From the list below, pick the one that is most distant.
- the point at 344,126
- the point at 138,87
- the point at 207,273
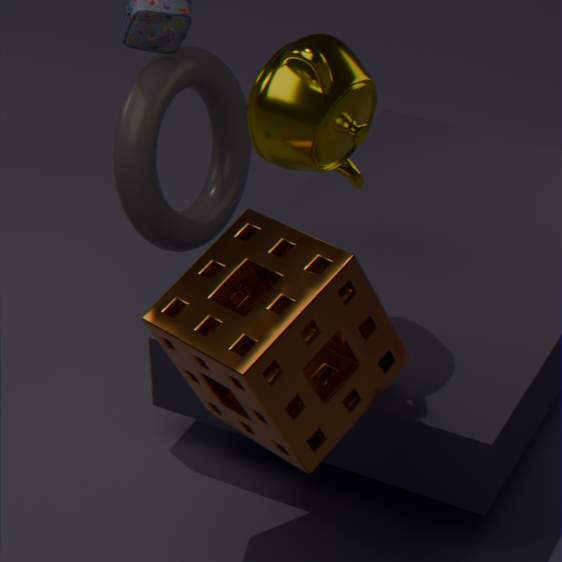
the point at 138,87
